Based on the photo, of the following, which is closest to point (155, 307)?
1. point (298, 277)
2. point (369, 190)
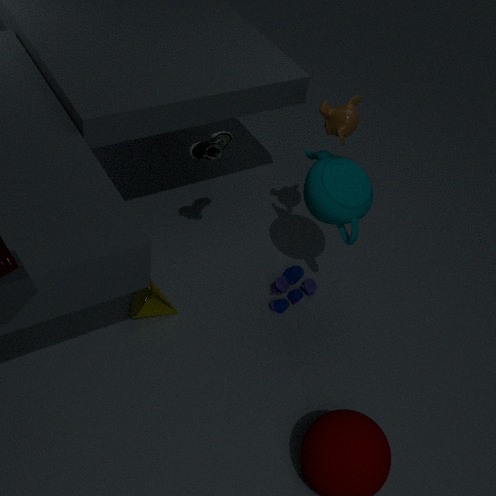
point (298, 277)
